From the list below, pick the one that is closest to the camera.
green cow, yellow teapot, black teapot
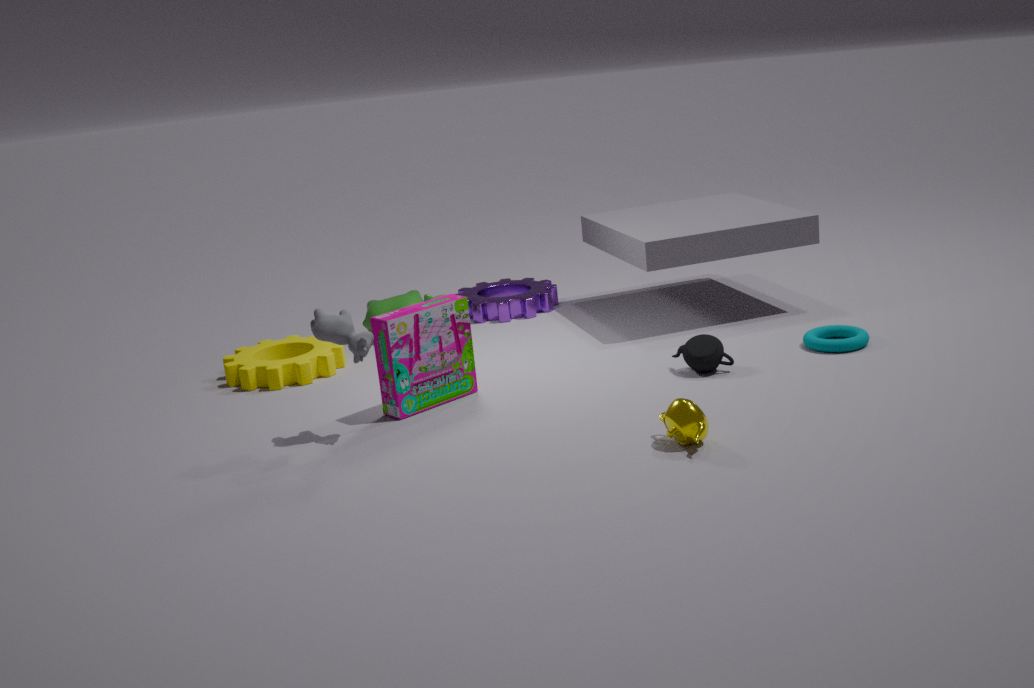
yellow teapot
